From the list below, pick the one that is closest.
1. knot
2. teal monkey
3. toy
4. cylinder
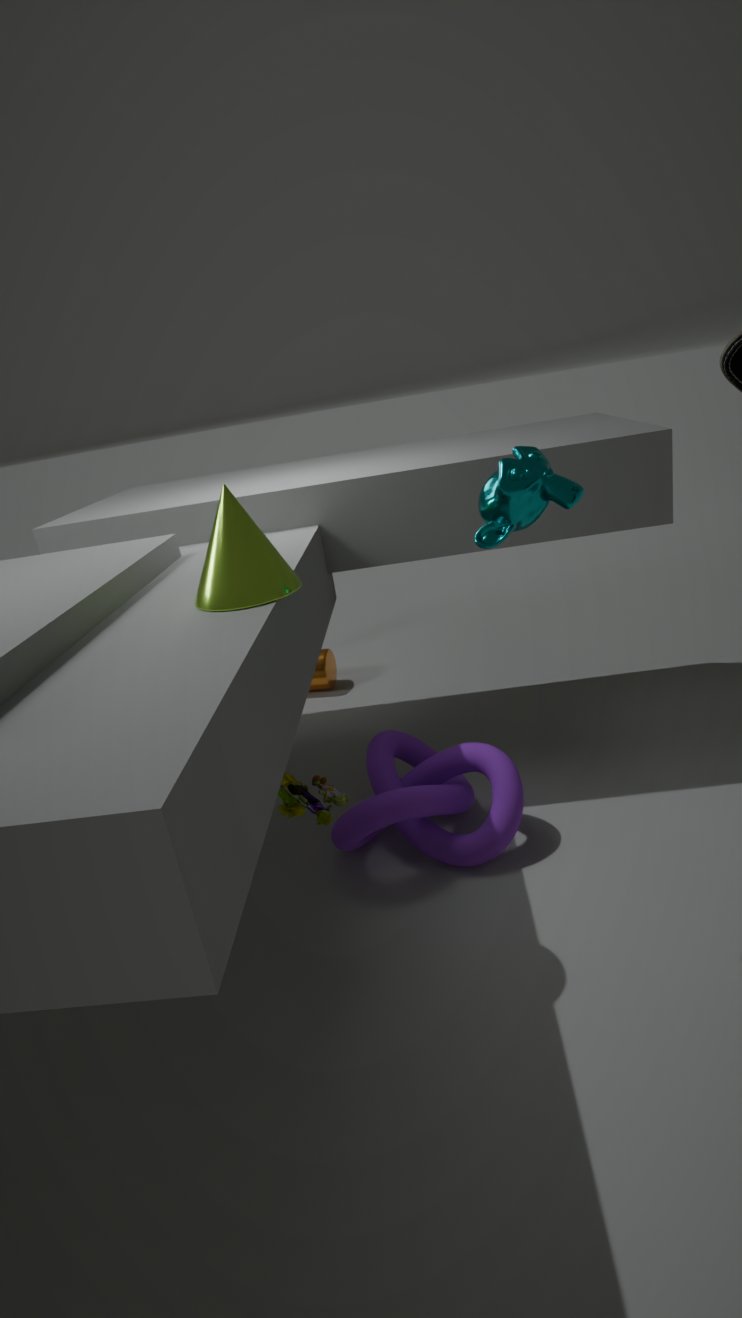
teal monkey
